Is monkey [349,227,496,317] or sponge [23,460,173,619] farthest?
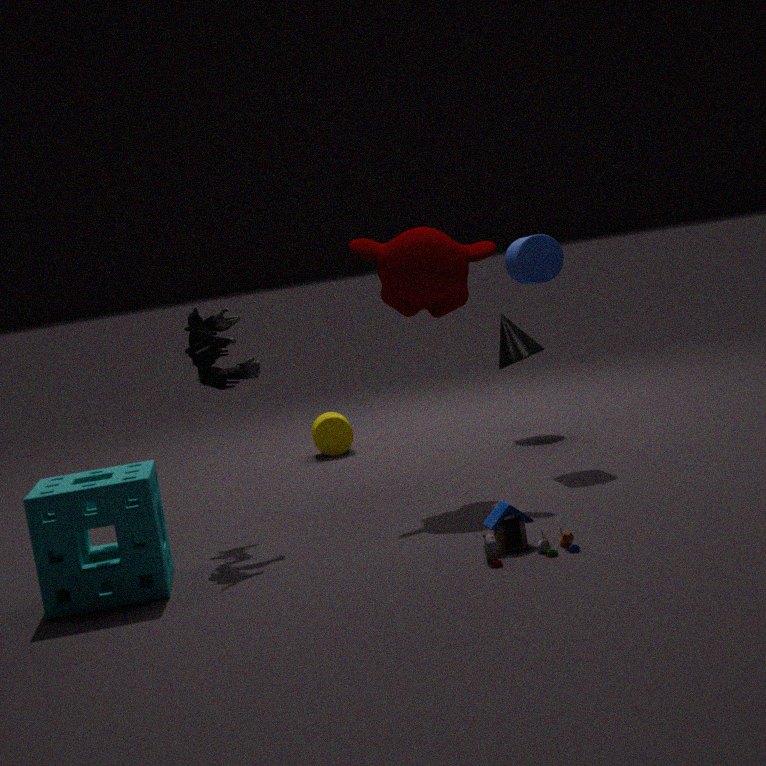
monkey [349,227,496,317]
